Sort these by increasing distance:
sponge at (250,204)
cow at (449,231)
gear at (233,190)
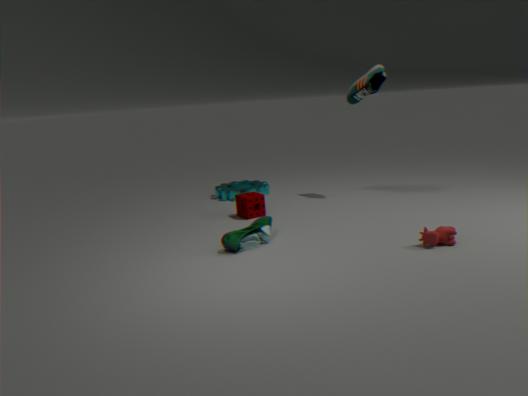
cow at (449,231)
sponge at (250,204)
gear at (233,190)
